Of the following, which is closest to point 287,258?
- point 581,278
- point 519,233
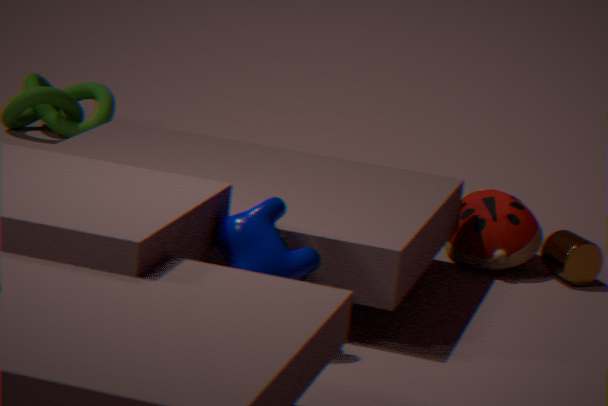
point 519,233
